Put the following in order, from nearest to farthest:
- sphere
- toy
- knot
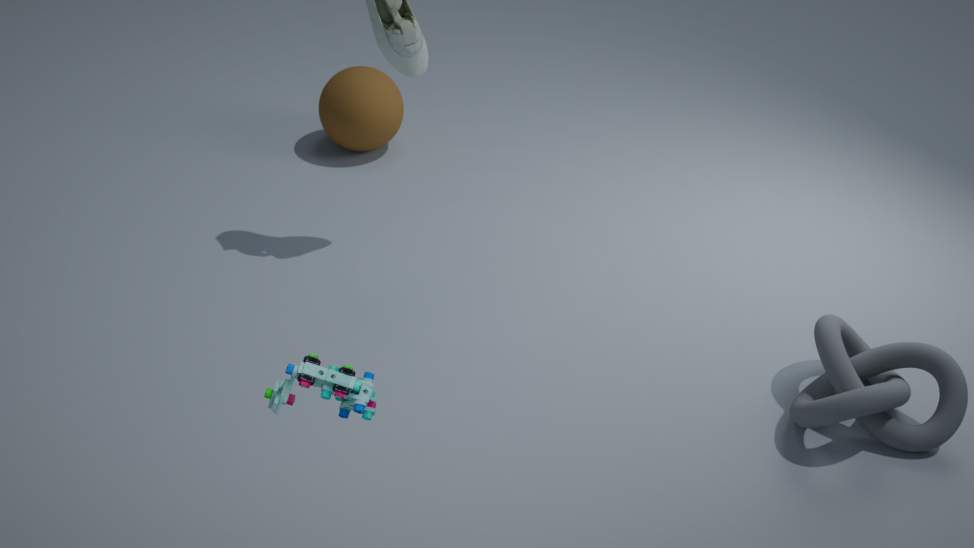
toy → knot → sphere
